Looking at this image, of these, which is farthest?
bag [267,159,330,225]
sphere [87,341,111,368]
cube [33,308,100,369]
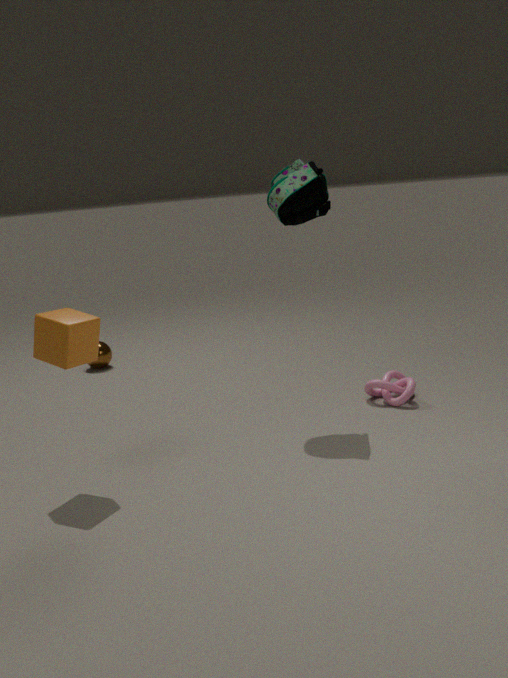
sphere [87,341,111,368]
